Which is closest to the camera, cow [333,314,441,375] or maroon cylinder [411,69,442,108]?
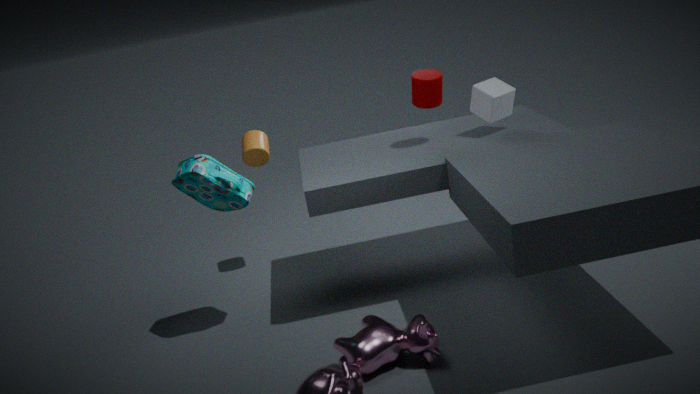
cow [333,314,441,375]
